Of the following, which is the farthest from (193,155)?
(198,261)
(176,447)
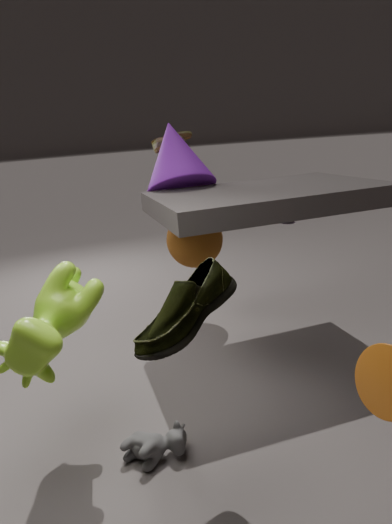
(176,447)
